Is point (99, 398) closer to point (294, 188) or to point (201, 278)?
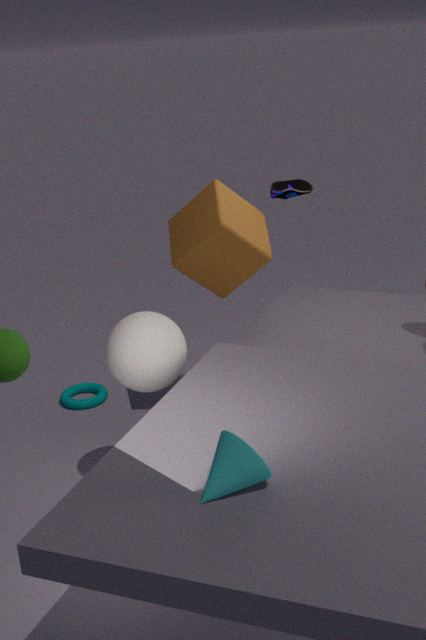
point (201, 278)
